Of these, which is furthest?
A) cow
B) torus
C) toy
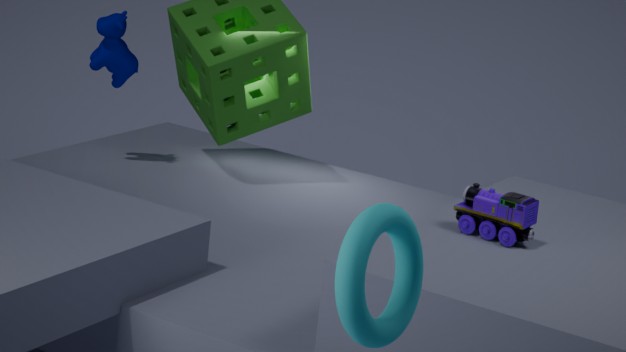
cow
